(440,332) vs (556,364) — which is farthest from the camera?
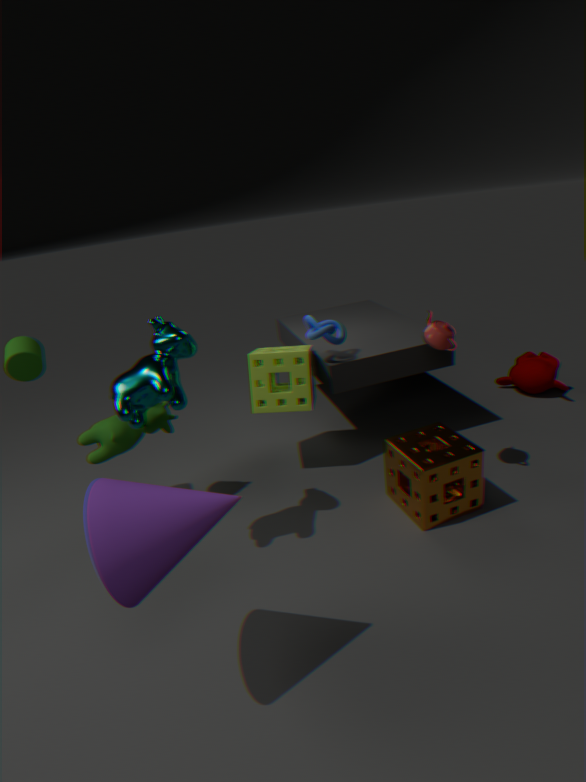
(556,364)
